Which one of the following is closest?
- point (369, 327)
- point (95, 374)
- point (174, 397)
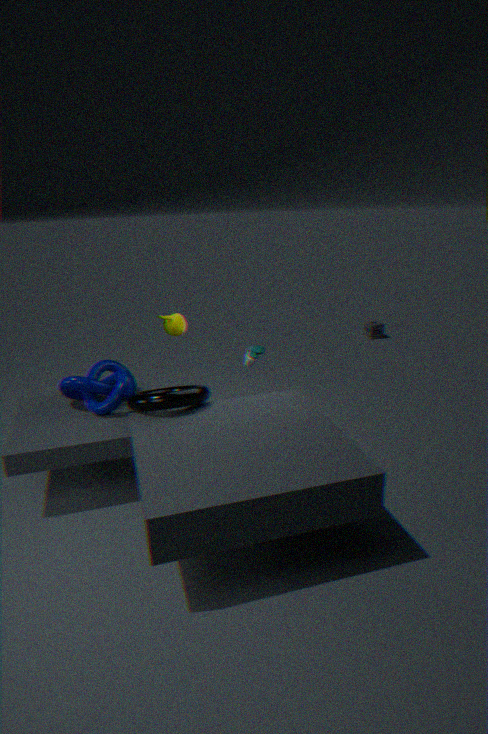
point (174, 397)
